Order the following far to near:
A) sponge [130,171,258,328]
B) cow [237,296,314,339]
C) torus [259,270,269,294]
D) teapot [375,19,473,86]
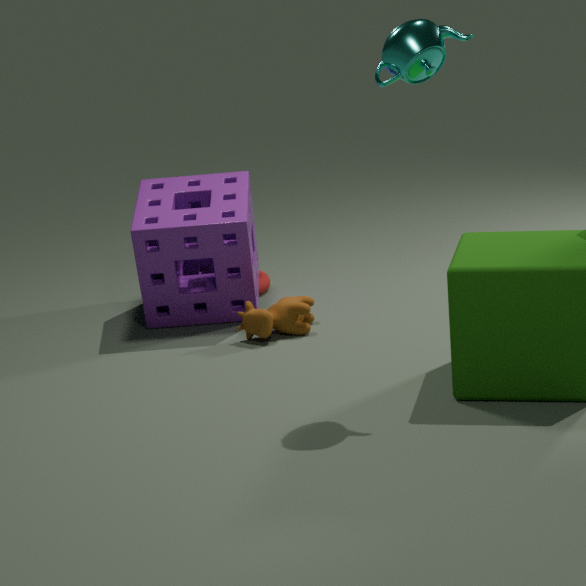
torus [259,270,269,294], sponge [130,171,258,328], cow [237,296,314,339], teapot [375,19,473,86]
